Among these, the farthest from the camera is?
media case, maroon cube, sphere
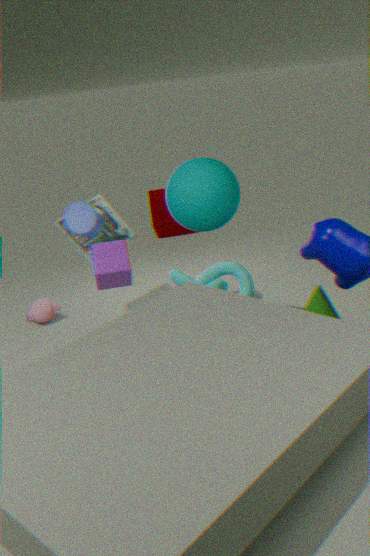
maroon cube
